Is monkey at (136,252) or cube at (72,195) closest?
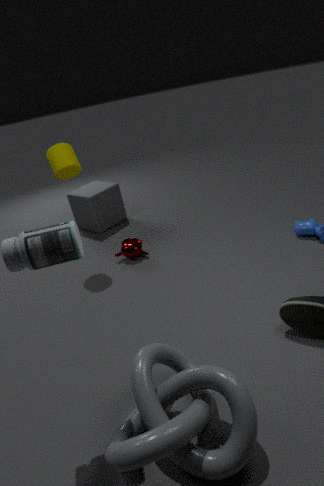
monkey at (136,252)
